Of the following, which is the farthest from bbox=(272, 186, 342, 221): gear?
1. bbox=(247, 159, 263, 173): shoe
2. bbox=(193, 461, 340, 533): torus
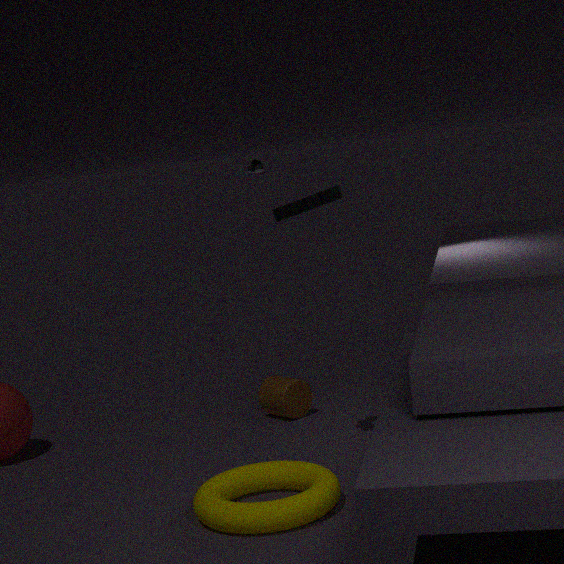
bbox=(247, 159, 263, 173): shoe
